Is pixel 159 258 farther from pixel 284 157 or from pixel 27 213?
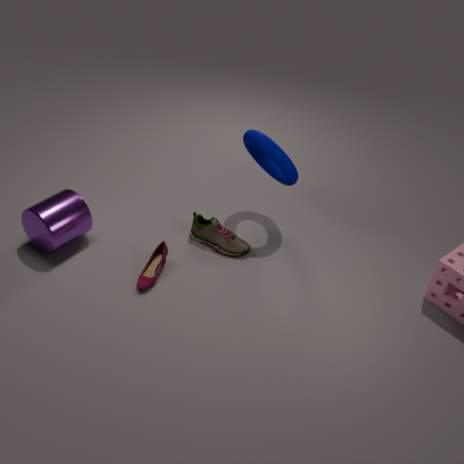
pixel 284 157
